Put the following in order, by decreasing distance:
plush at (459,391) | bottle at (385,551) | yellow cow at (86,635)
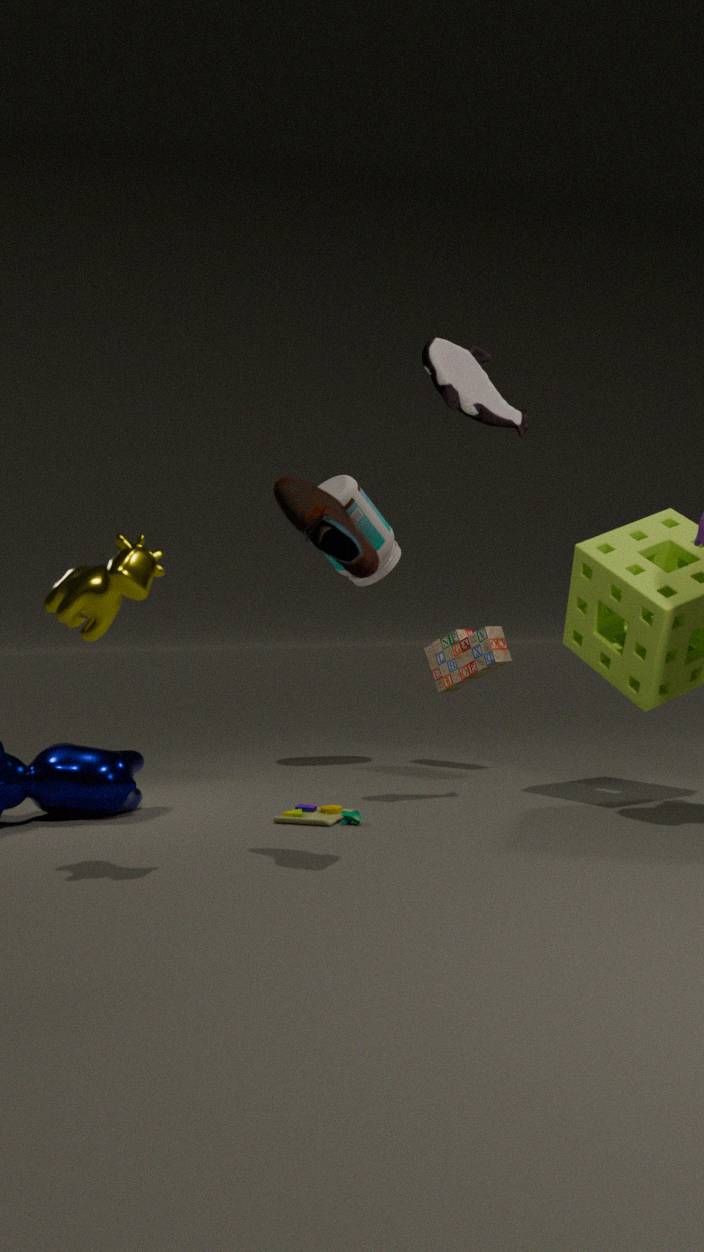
1. bottle at (385,551)
2. plush at (459,391)
3. yellow cow at (86,635)
